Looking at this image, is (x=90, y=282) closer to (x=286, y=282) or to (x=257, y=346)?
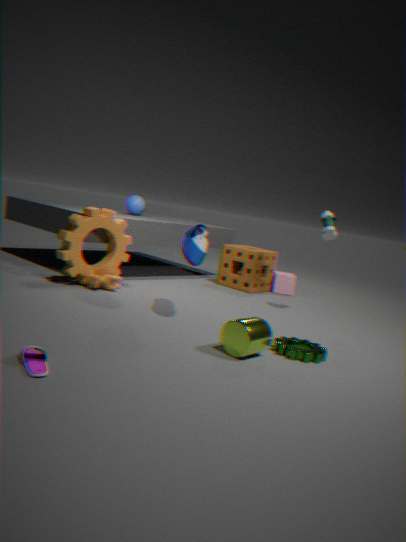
(x=257, y=346)
